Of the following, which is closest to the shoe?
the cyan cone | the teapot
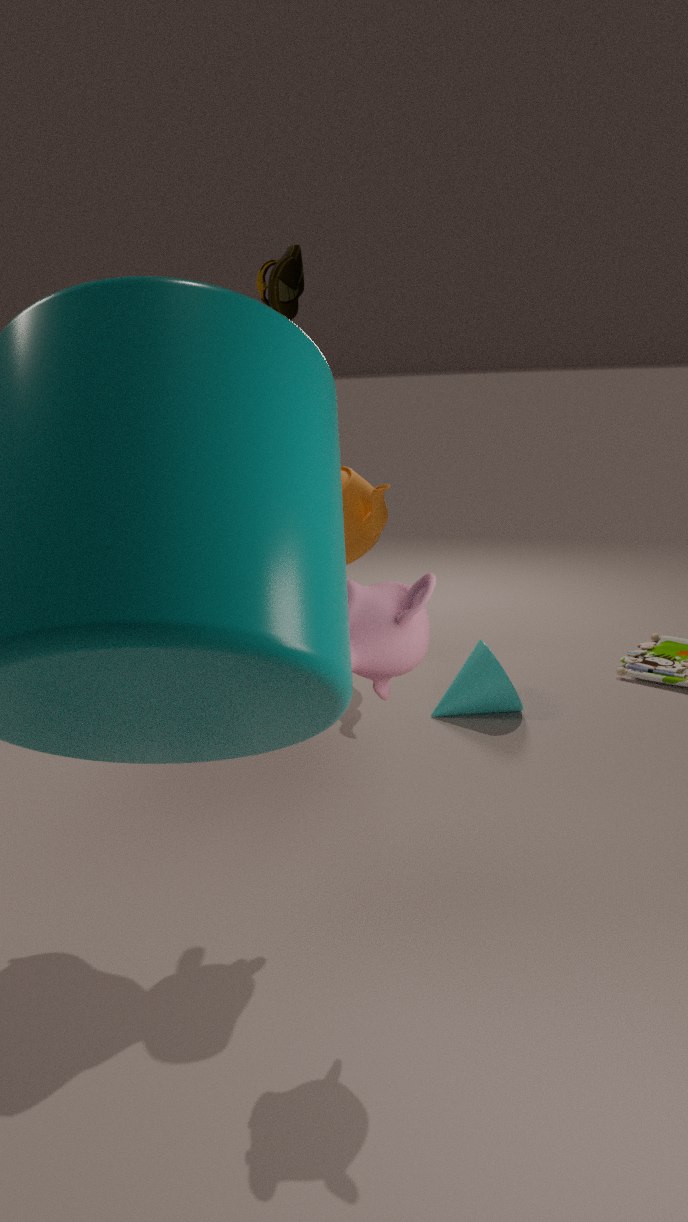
the teapot
